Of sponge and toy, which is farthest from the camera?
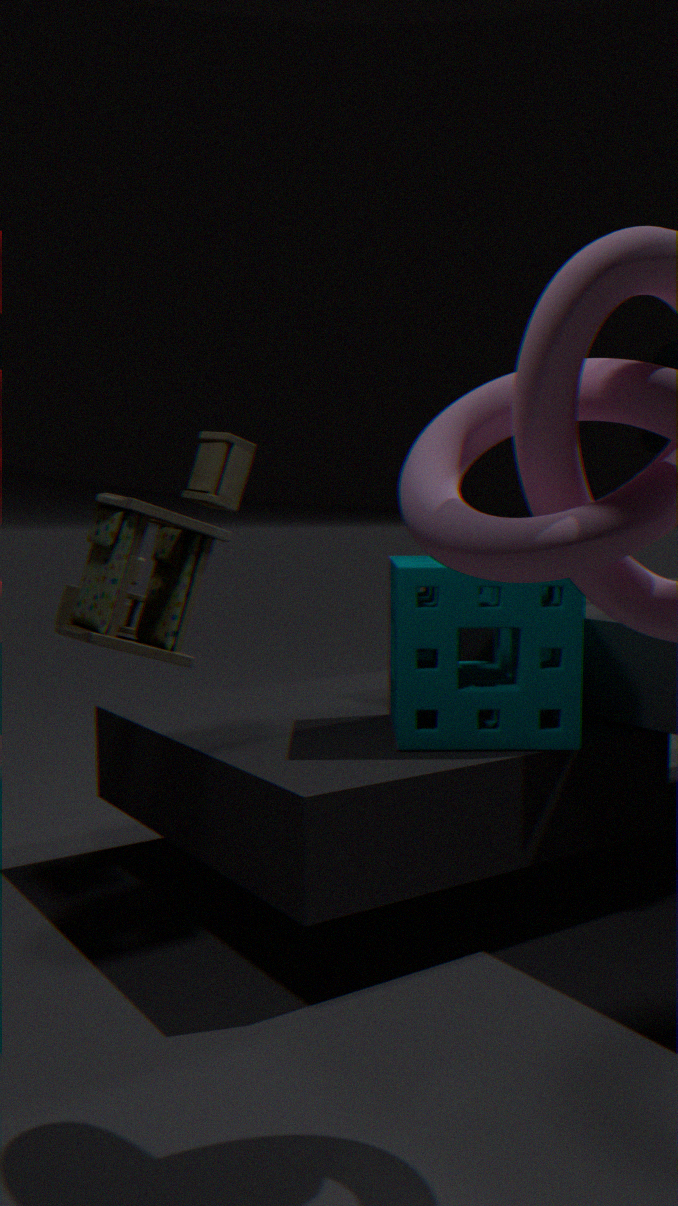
sponge
